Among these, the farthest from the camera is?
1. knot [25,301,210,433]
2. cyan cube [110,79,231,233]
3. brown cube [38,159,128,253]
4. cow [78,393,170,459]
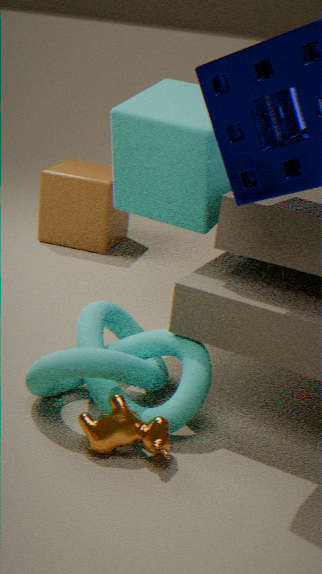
brown cube [38,159,128,253]
